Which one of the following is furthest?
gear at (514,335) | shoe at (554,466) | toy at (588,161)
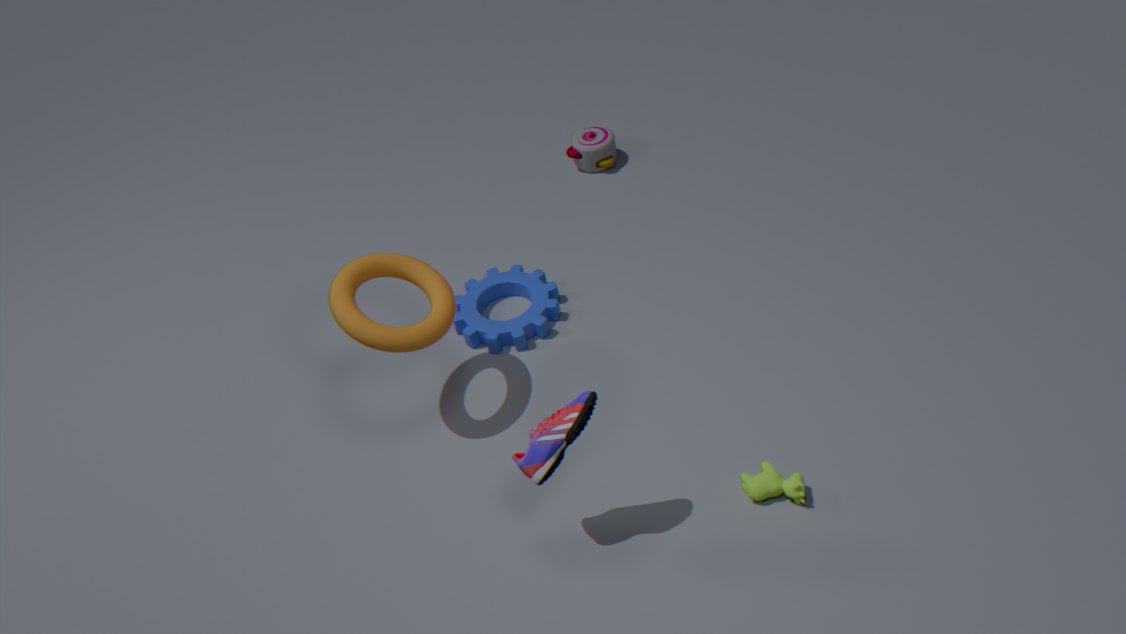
toy at (588,161)
